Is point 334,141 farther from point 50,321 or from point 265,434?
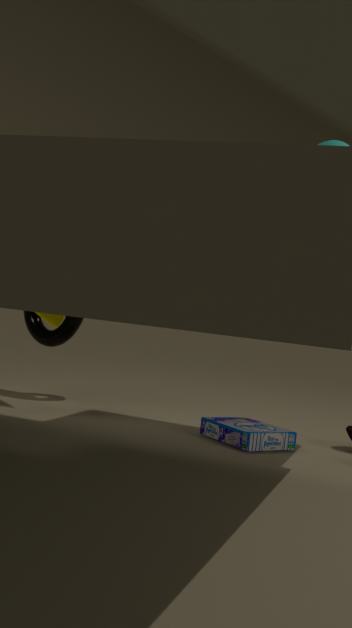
point 50,321
